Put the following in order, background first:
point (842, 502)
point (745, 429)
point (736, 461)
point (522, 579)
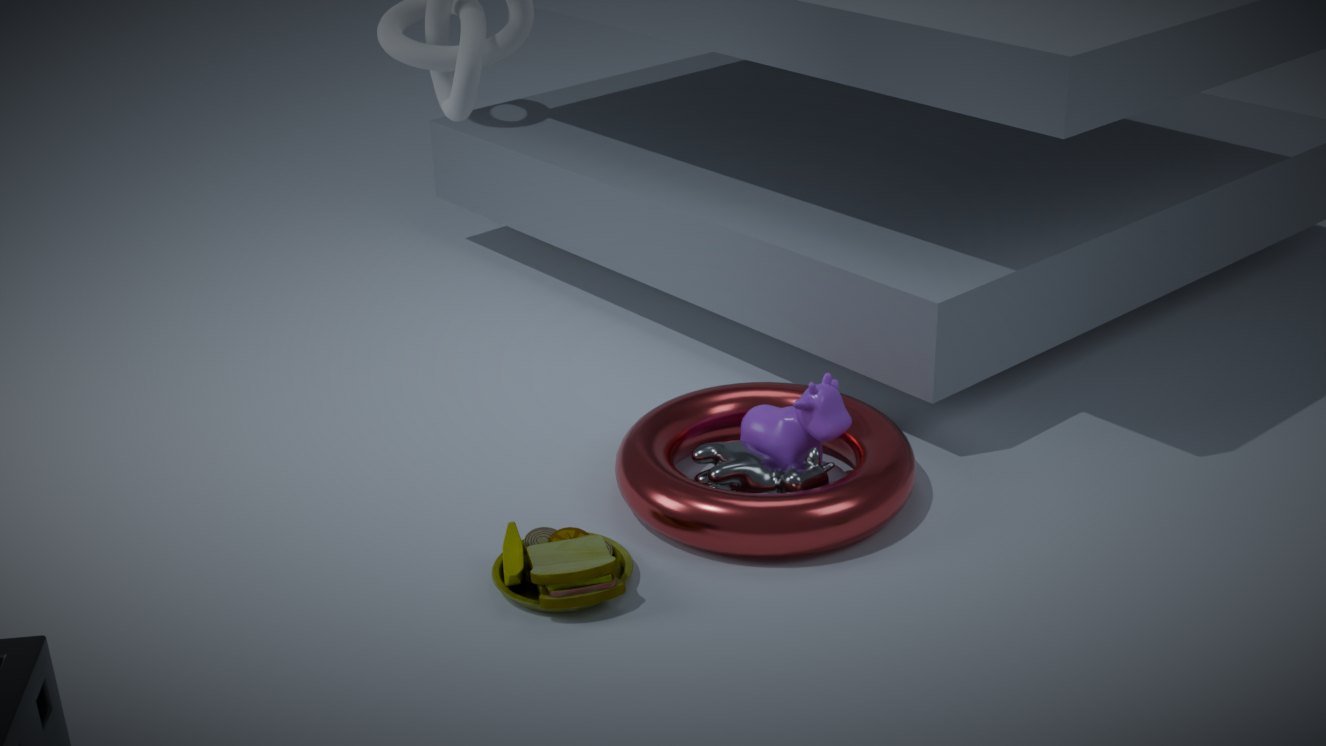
point (745, 429)
point (736, 461)
point (842, 502)
point (522, 579)
